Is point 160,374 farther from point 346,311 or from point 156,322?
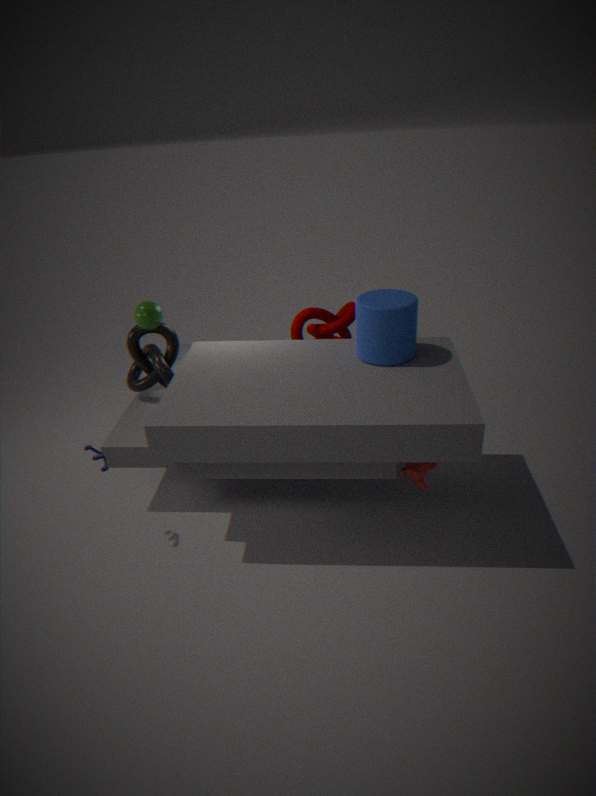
point 346,311
